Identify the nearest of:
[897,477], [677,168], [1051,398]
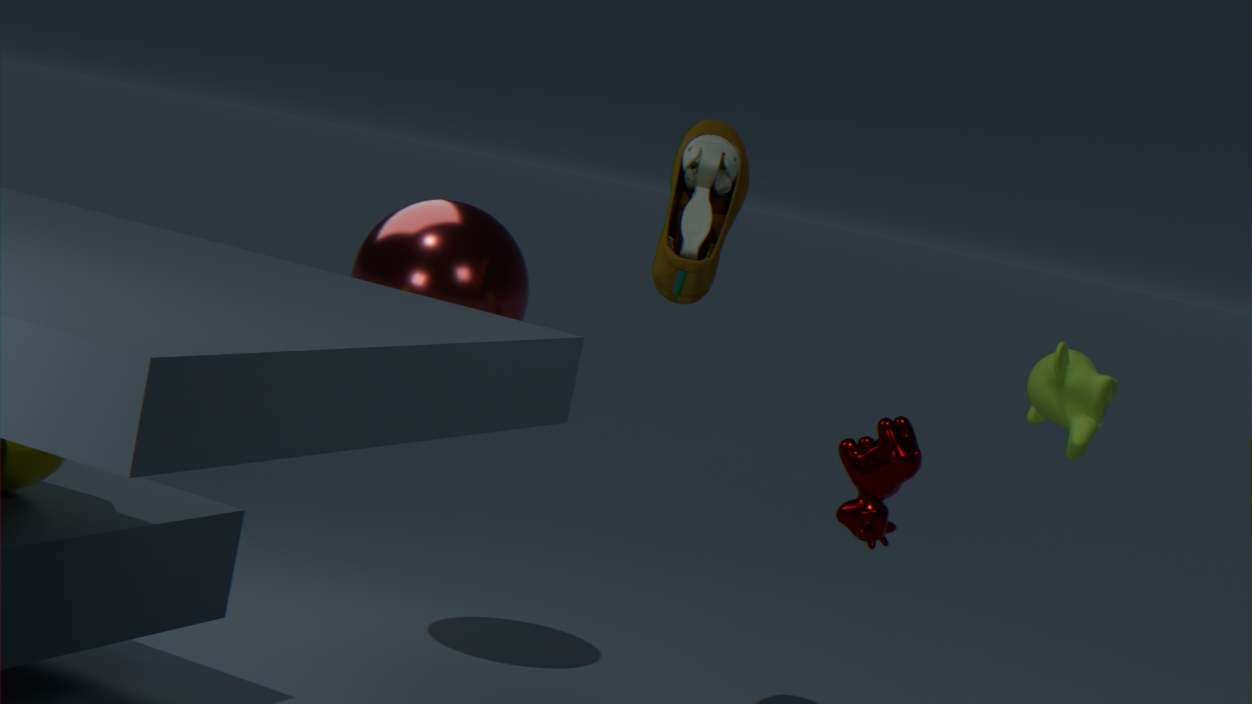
[1051,398]
